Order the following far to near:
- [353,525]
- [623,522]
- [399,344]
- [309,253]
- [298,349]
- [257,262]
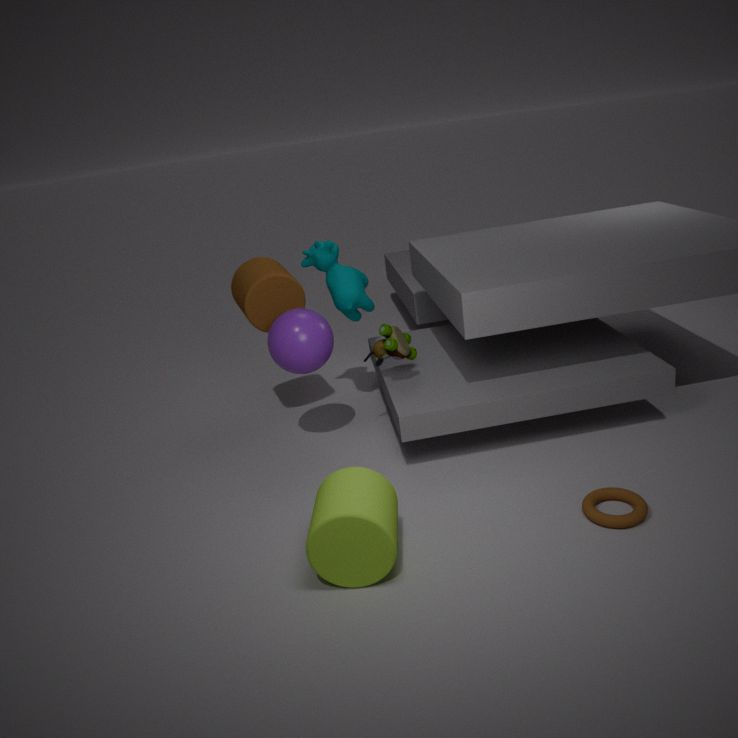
1. [257,262]
2. [309,253]
3. [399,344]
4. [298,349]
5. [623,522]
6. [353,525]
